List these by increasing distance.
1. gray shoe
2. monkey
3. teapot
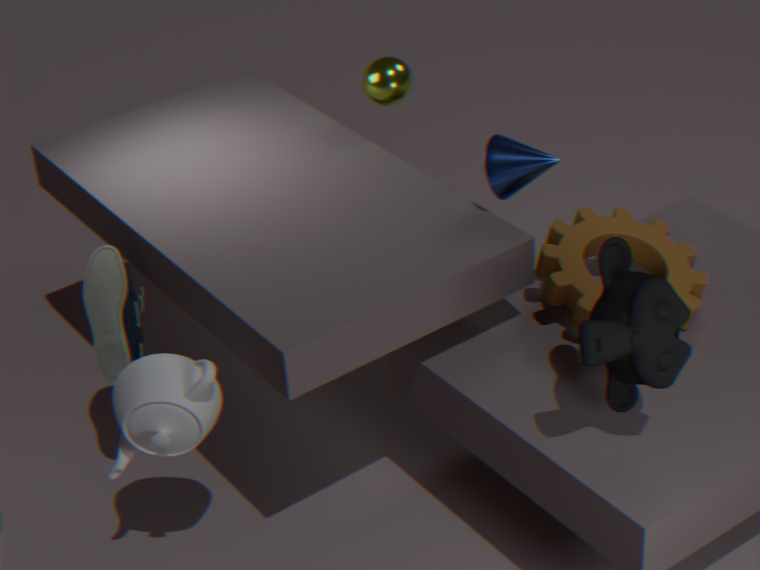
monkey < teapot < gray shoe
